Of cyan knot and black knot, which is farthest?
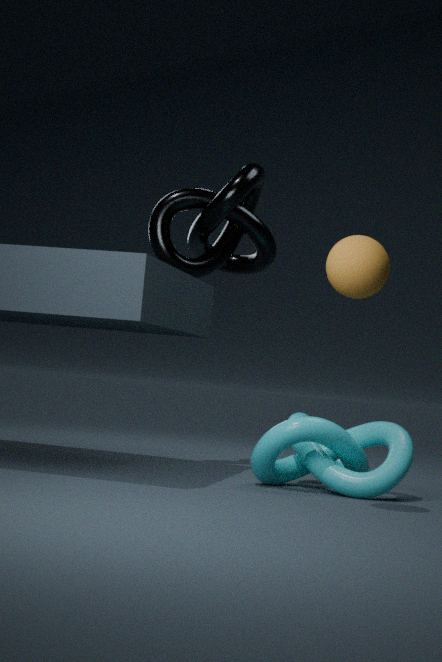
black knot
